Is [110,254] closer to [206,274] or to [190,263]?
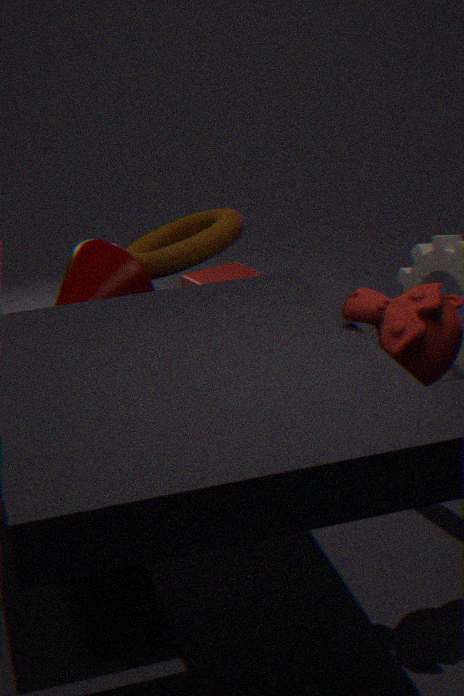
[190,263]
